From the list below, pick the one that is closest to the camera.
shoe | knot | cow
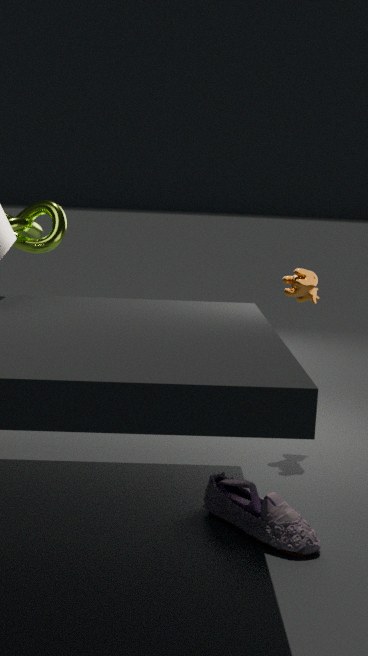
shoe
